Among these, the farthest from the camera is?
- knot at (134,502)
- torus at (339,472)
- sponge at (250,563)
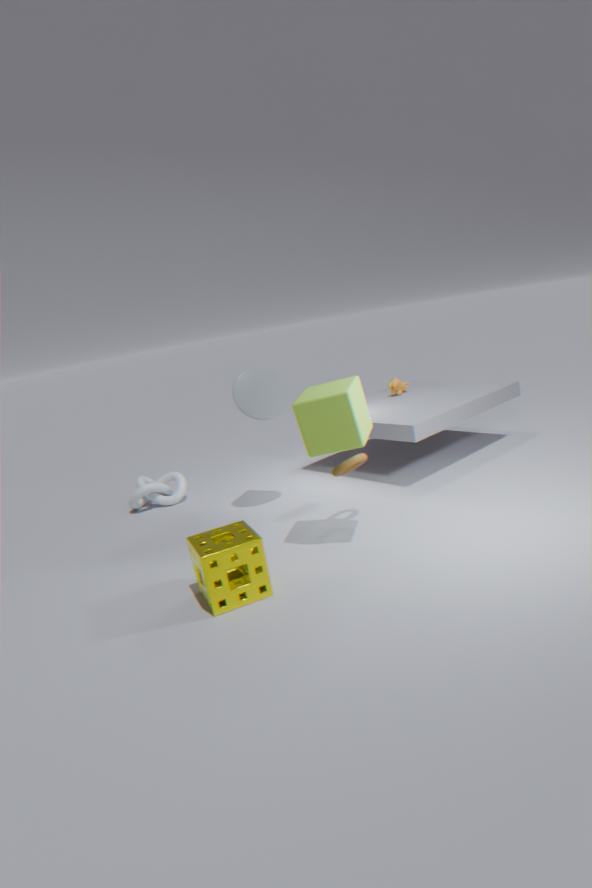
knot at (134,502)
